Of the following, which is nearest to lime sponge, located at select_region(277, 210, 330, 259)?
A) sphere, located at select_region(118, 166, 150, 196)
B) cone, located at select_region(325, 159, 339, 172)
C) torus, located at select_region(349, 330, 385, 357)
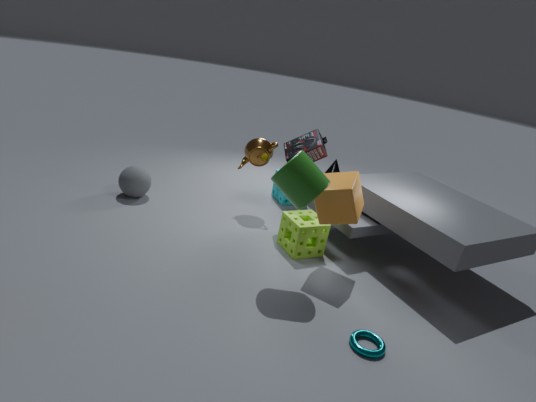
torus, located at select_region(349, 330, 385, 357)
